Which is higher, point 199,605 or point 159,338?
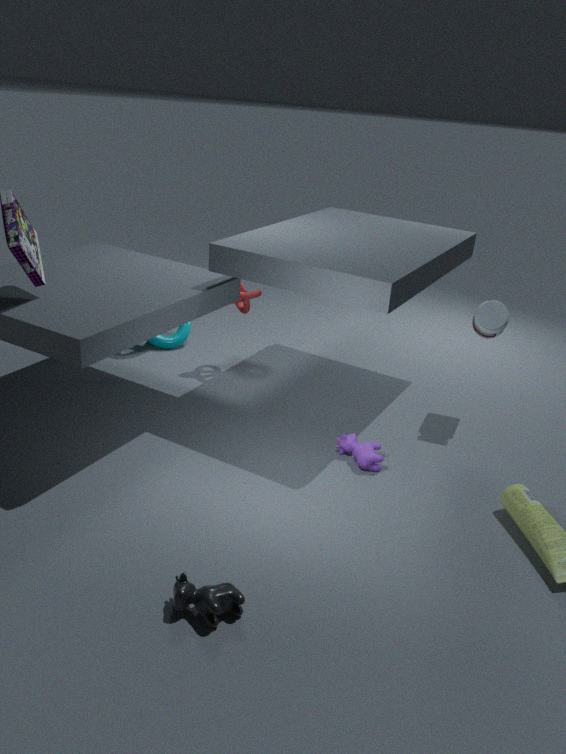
point 159,338
